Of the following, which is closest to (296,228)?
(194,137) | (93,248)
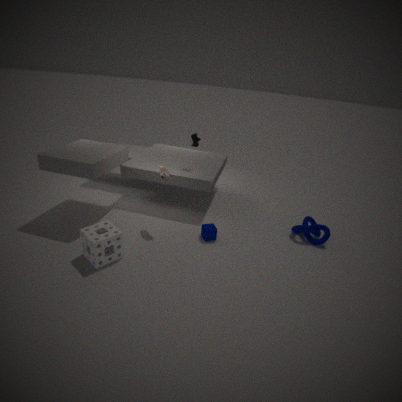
(194,137)
